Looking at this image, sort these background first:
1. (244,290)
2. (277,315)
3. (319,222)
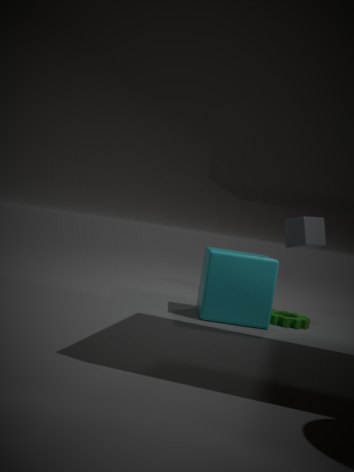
(319,222)
(277,315)
(244,290)
